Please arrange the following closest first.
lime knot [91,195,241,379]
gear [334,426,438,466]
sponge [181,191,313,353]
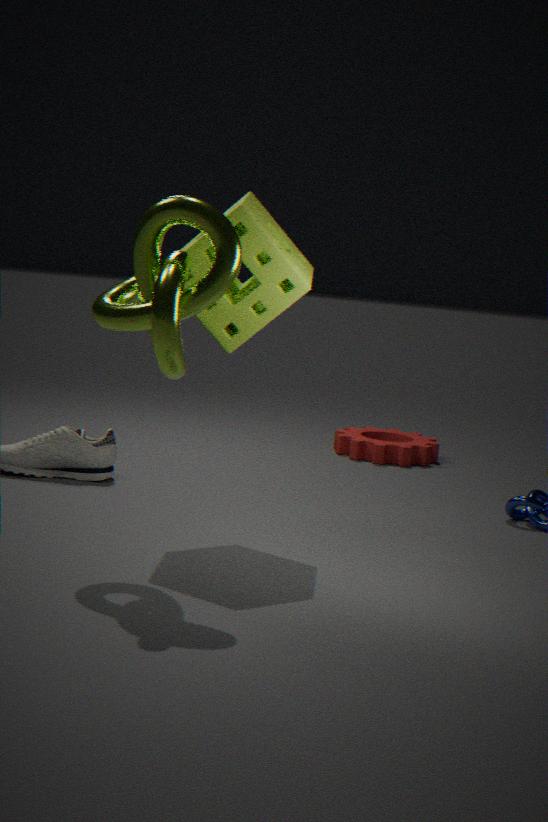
lime knot [91,195,241,379], sponge [181,191,313,353], gear [334,426,438,466]
